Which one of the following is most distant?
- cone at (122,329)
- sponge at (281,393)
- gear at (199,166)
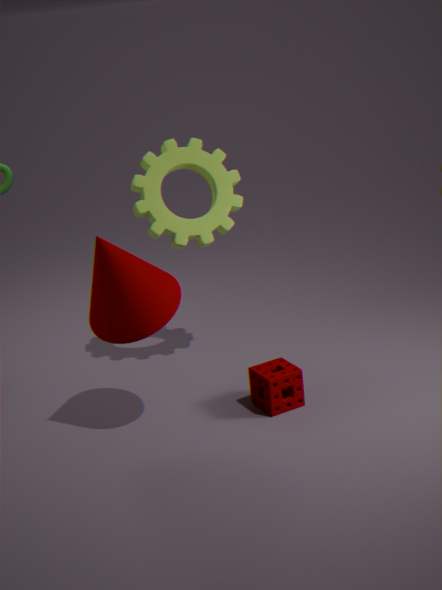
gear at (199,166)
